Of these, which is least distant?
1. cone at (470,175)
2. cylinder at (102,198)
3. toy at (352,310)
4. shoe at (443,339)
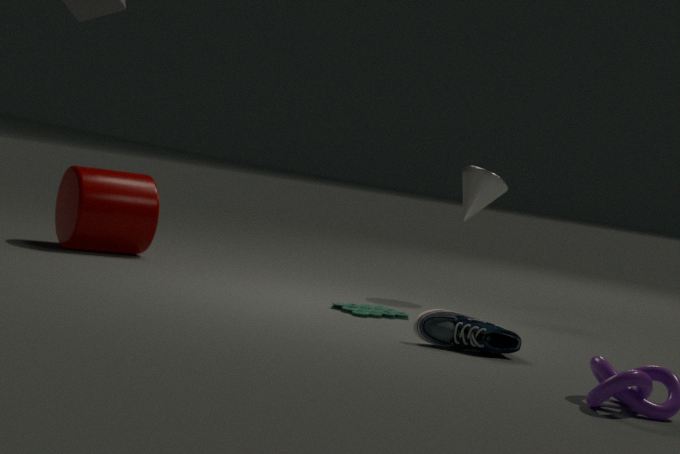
shoe at (443,339)
